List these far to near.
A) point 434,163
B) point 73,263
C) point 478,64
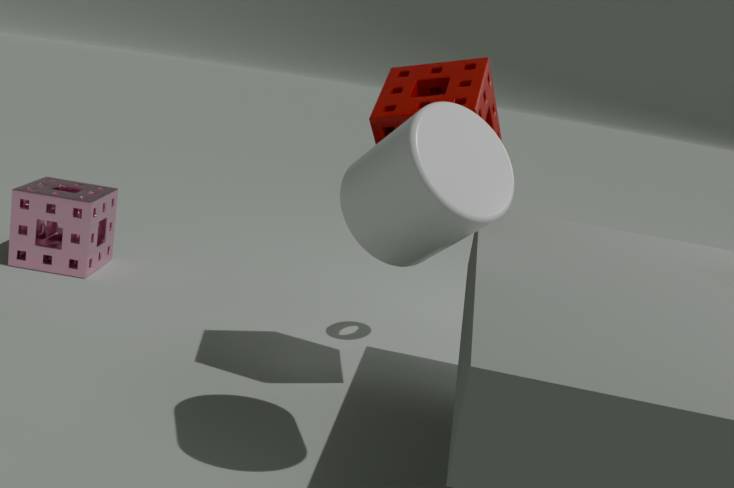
1. point 73,263
2. point 478,64
3. point 434,163
